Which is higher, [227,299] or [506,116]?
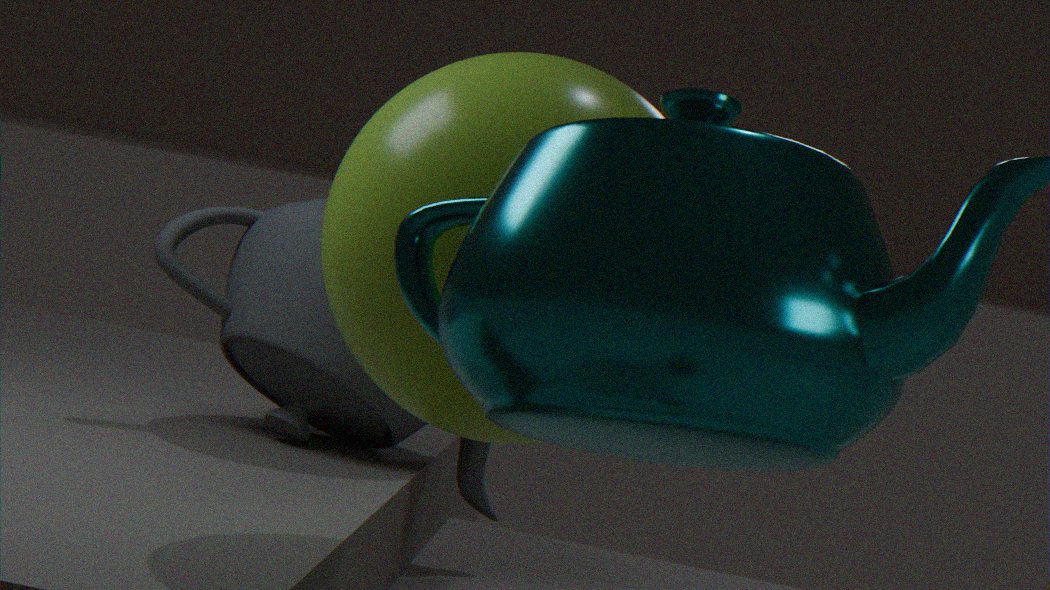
[506,116]
